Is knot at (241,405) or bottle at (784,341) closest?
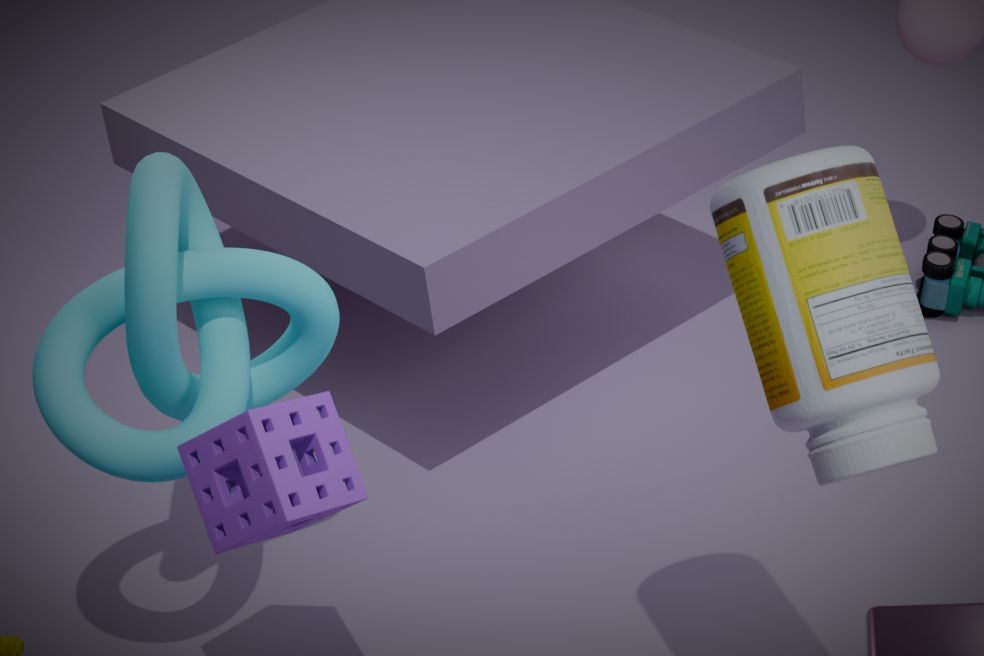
bottle at (784,341)
